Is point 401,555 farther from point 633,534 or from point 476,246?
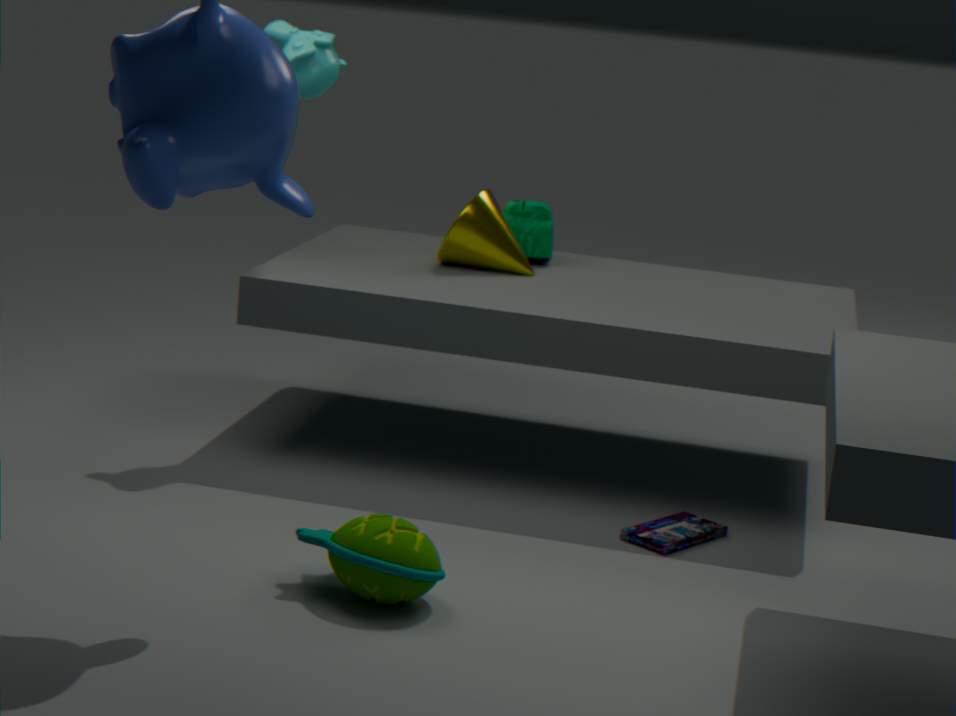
point 476,246
